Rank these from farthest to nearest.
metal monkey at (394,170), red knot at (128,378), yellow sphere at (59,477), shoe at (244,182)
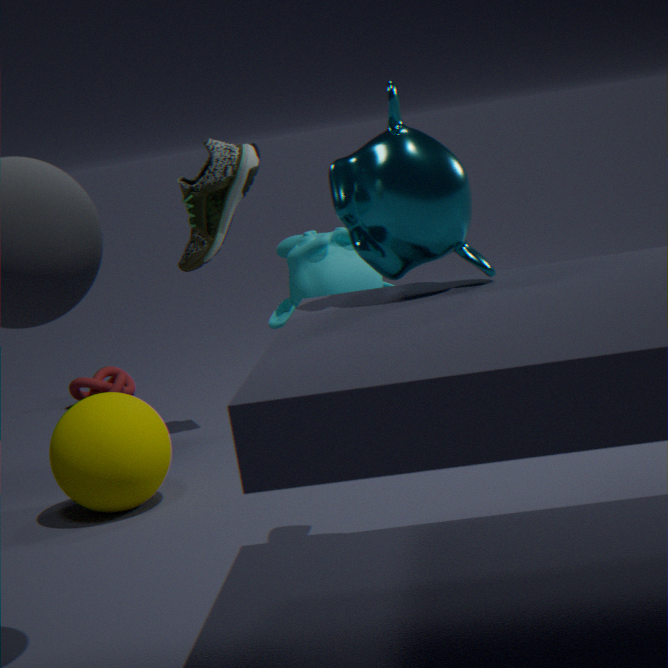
red knot at (128,378) < shoe at (244,182) < yellow sphere at (59,477) < metal monkey at (394,170)
